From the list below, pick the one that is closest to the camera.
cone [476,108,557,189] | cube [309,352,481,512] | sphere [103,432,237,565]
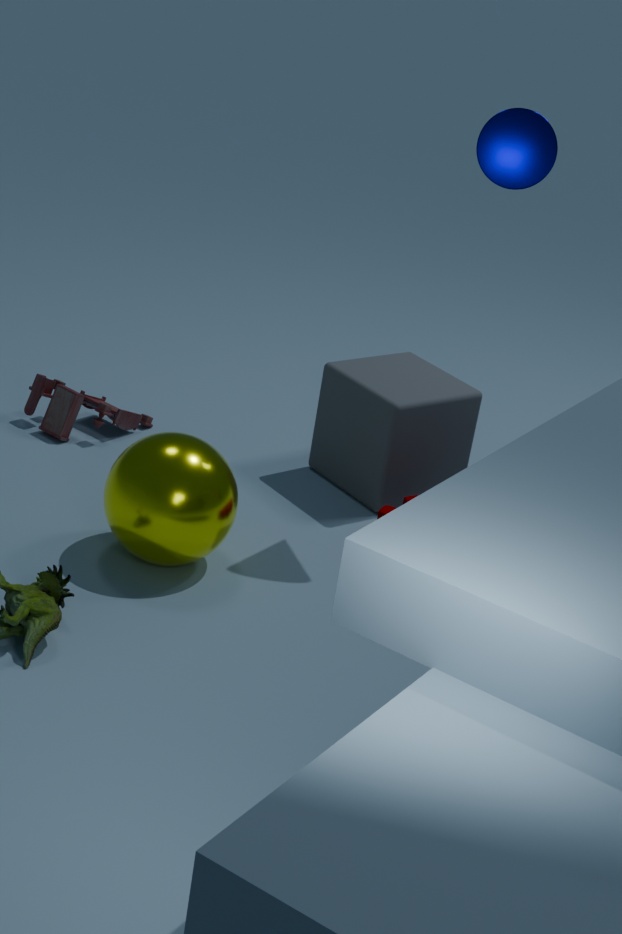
sphere [103,432,237,565]
